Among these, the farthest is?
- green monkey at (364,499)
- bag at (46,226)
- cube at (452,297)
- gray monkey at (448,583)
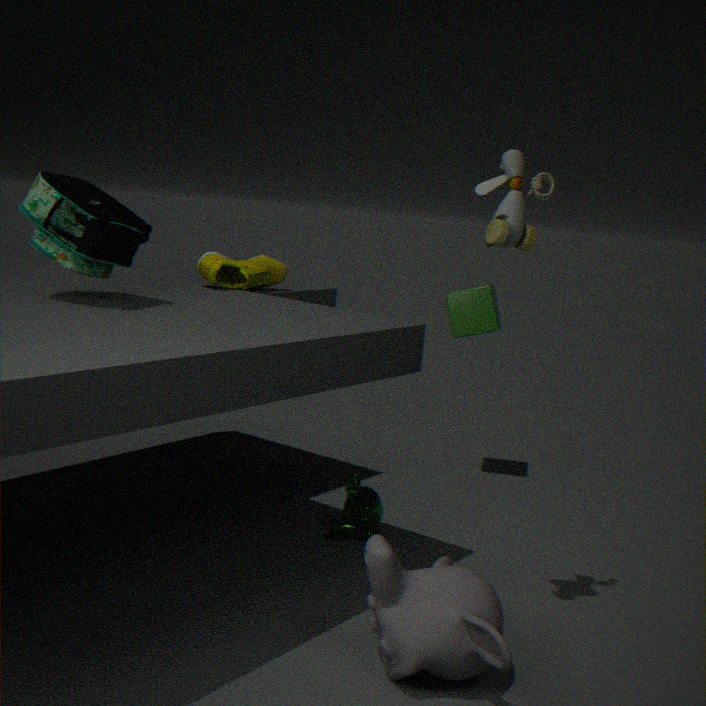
cube at (452,297)
